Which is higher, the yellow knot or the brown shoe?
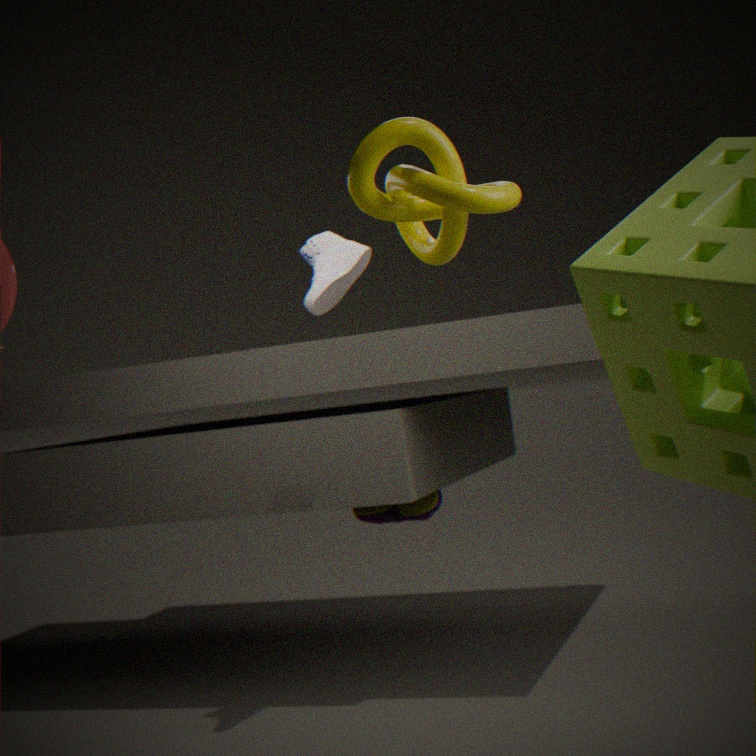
the yellow knot
